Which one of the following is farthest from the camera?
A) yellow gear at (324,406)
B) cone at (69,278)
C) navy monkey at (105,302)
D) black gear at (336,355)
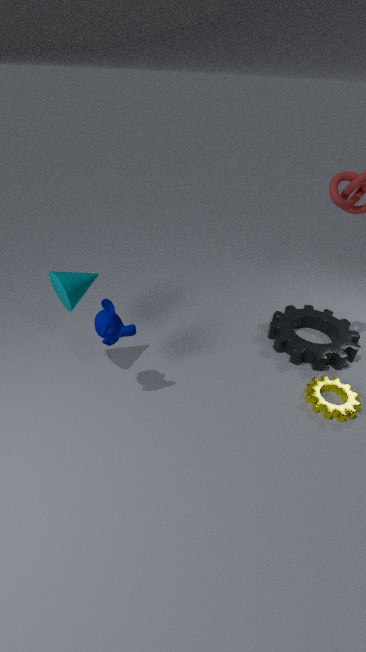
black gear at (336,355)
